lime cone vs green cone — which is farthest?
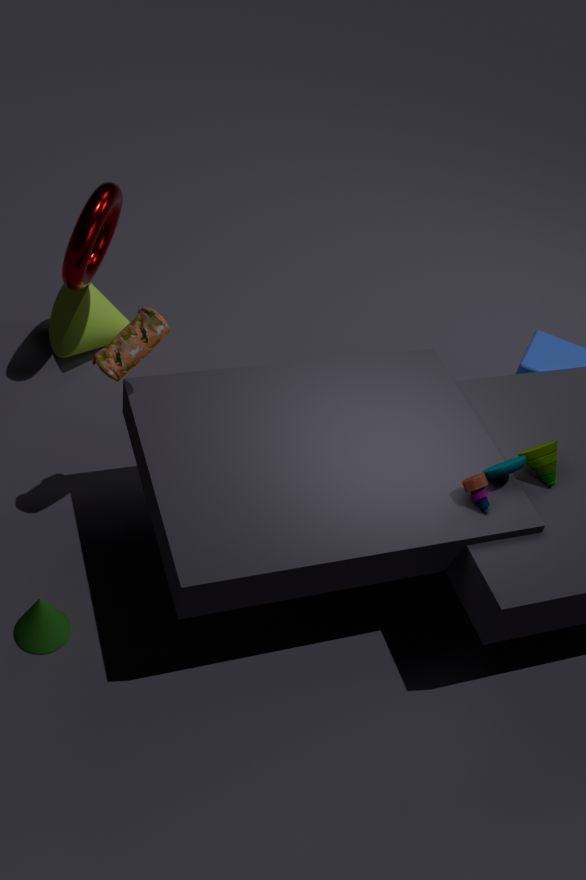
lime cone
